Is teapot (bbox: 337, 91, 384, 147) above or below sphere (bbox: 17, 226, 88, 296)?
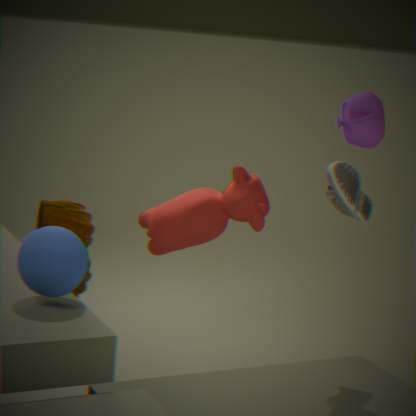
above
